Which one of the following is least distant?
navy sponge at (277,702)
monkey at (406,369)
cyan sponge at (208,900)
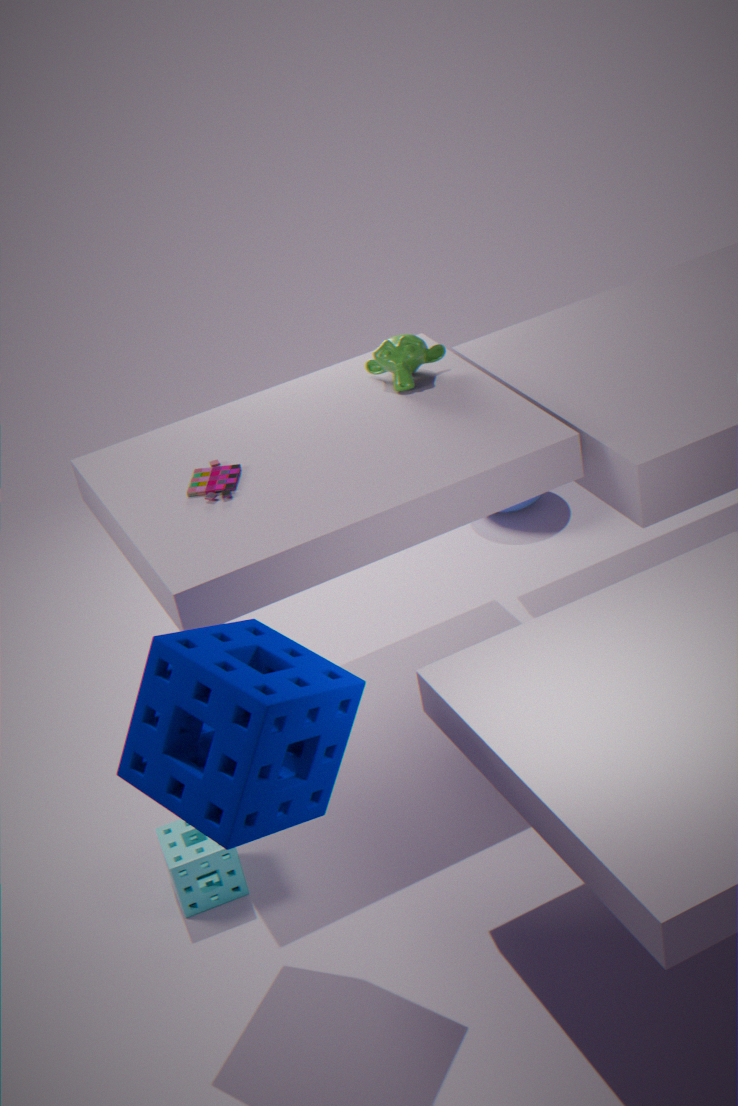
navy sponge at (277,702)
